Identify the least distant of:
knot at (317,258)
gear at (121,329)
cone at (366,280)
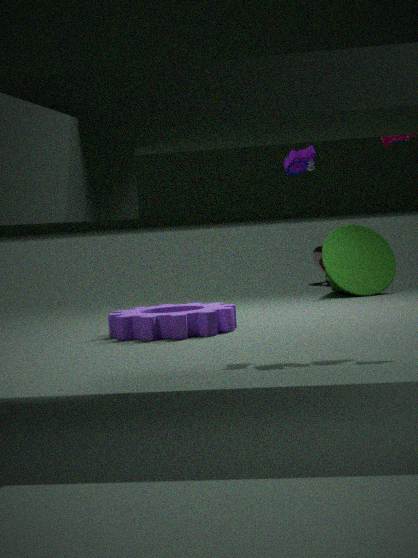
gear at (121,329)
